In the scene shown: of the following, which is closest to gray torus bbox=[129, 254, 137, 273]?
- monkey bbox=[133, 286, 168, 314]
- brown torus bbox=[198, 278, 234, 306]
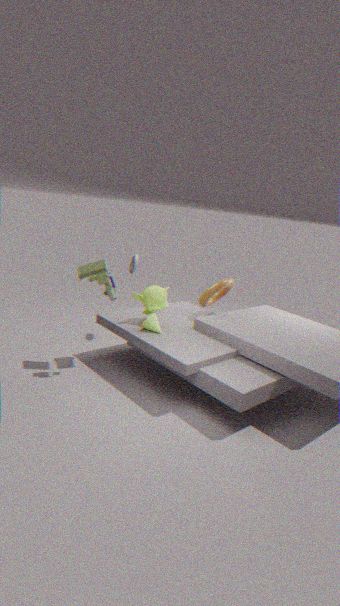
monkey bbox=[133, 286, 168, 314]
